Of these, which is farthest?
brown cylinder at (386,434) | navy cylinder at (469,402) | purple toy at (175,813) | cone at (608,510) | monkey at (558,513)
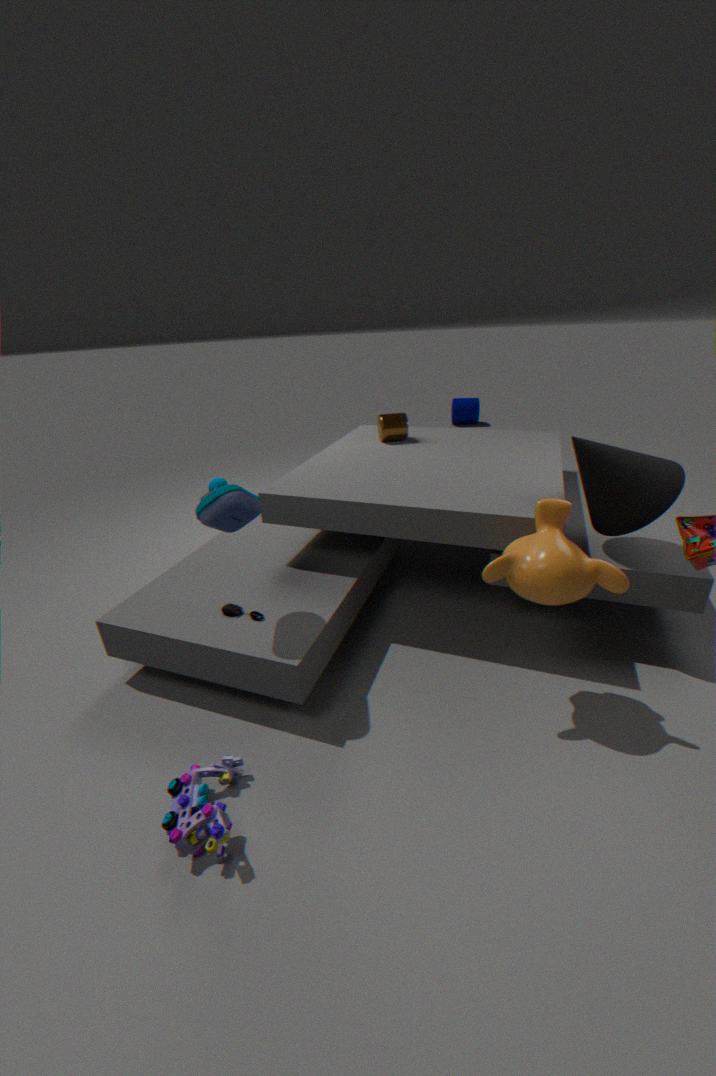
navy cylinder at (469,402)
